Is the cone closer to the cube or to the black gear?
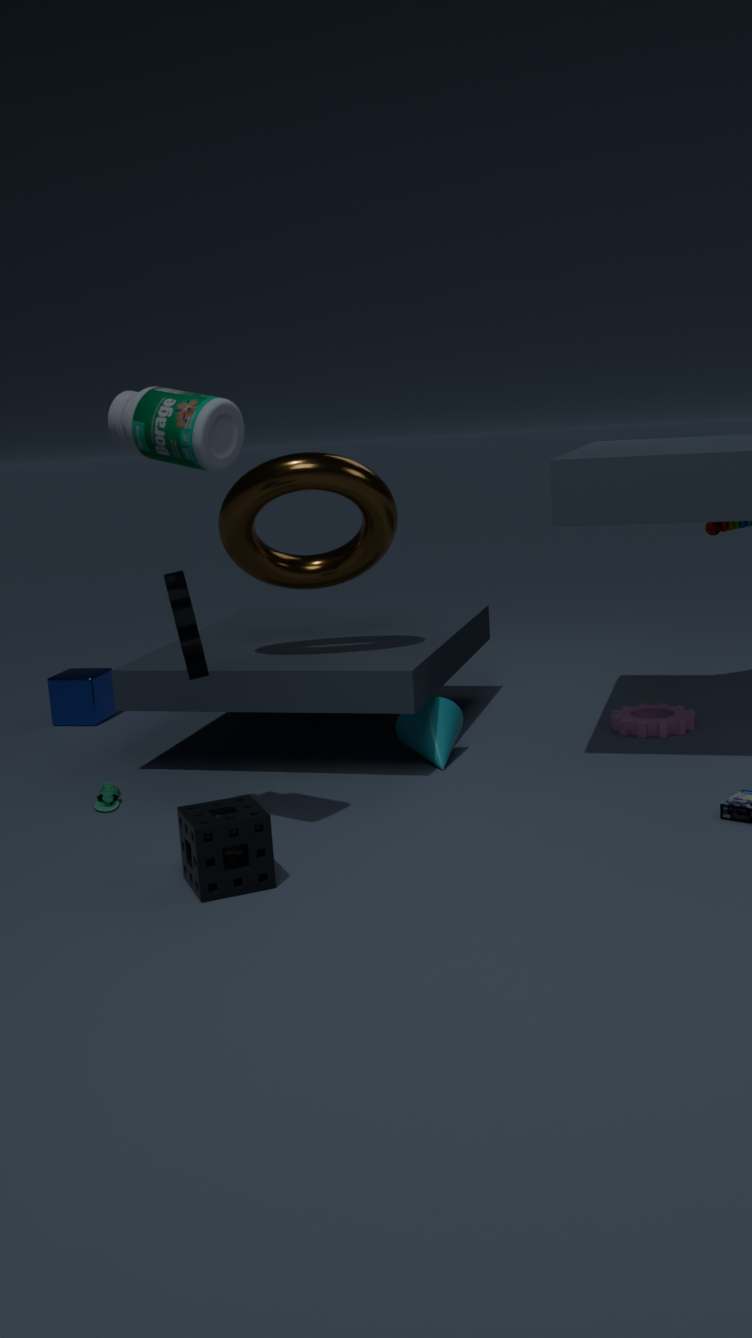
the black gear
